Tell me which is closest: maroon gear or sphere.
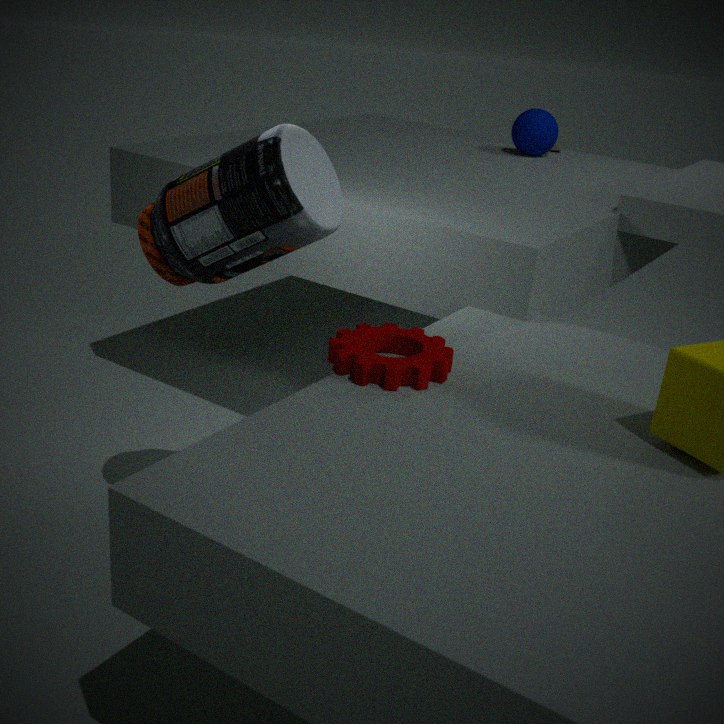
maroon gear
